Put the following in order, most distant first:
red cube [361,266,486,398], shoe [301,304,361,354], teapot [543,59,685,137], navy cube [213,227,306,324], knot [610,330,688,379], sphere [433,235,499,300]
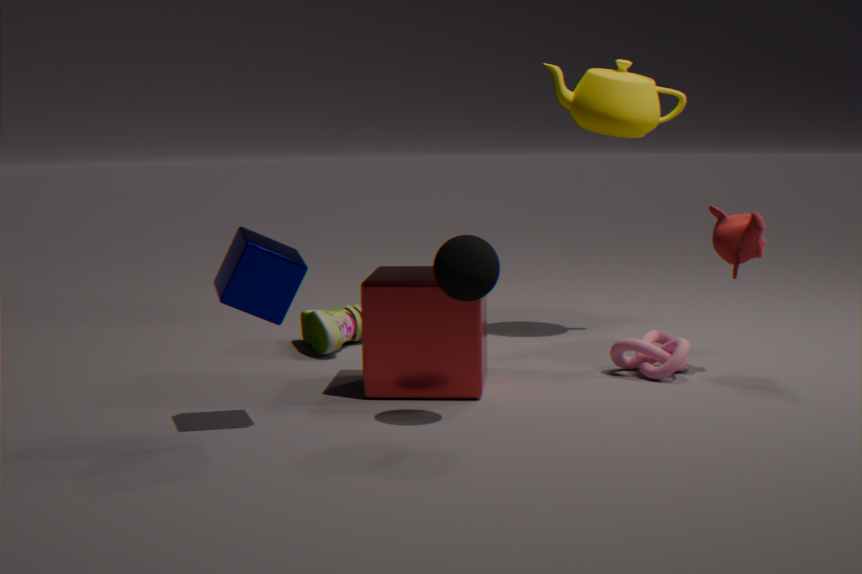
teapot [543,59,685,137] < shoe [301,304,361,354] < knot [610,330,688,379] < red cube [361,266,486,398] < sphere [433,235,499,300] < navy cube [213,227,306,324]
